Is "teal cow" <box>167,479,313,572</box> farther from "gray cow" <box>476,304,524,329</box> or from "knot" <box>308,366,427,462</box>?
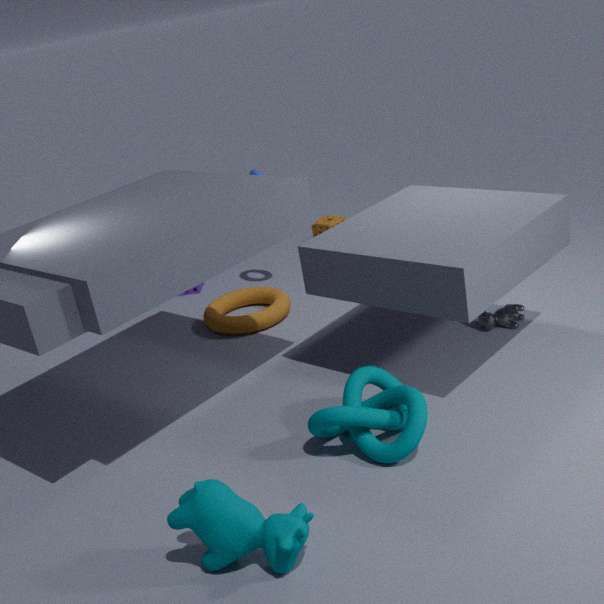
"gray cow" <box>476,304,524,329</box>
